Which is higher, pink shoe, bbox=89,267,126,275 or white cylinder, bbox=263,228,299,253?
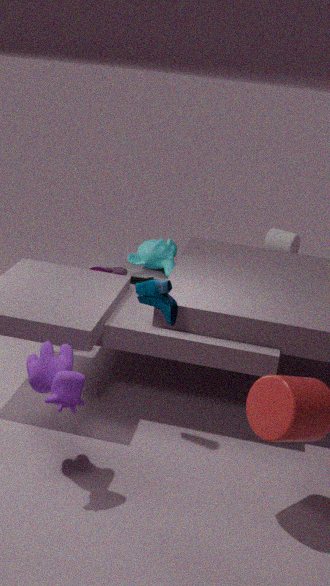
pink shoe, bbox=89,267,126,275
